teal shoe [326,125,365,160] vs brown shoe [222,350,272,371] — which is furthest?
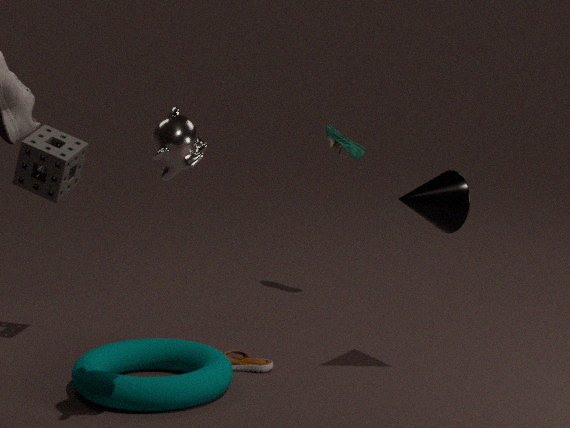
teal shoe [326,125,365,160]
